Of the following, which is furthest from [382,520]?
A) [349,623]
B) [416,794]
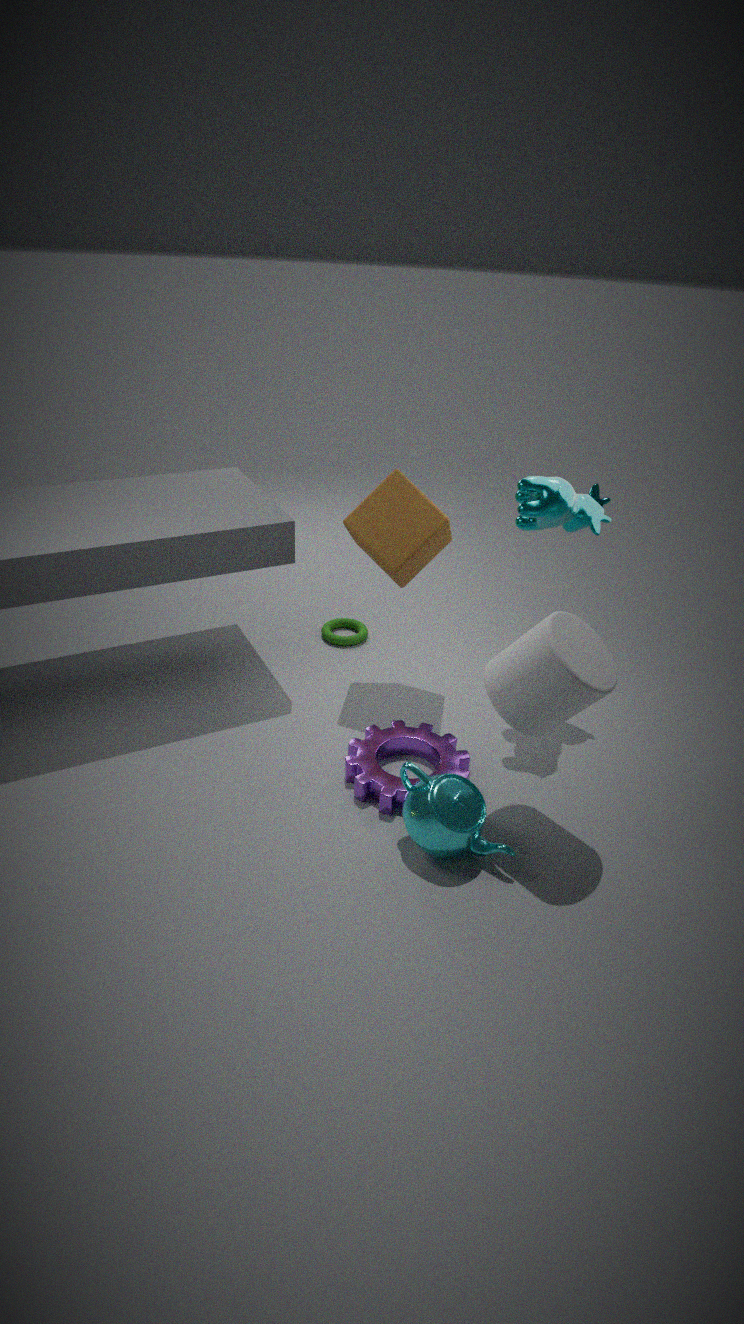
[416,794]
